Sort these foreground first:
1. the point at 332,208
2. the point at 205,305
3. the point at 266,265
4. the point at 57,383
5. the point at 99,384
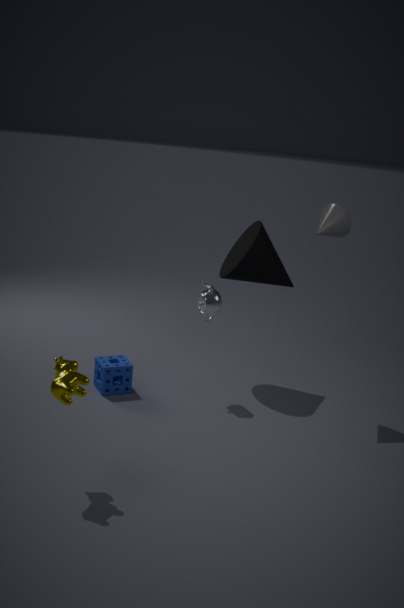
the point at 57,383
the point at 332,208
the point at 205,305
the point at 99,384
the point at 266,265
